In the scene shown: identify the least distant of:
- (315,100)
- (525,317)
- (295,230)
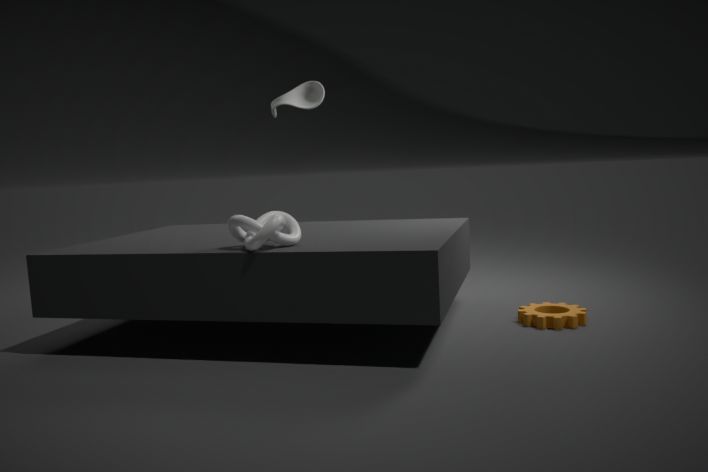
(295,230)
